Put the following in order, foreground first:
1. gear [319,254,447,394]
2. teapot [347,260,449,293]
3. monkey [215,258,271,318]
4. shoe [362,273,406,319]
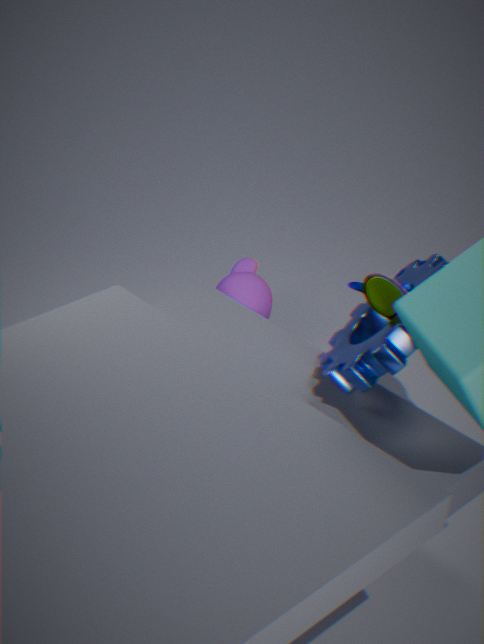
1. gear [319,254,447,394]
2. shoe [362,273,406,319]
3. teapot [347,260,449,293]
4. monkey [215,258,271,318]
